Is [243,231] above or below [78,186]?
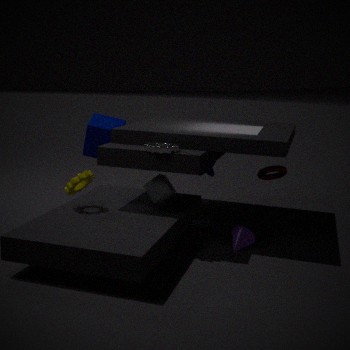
below
